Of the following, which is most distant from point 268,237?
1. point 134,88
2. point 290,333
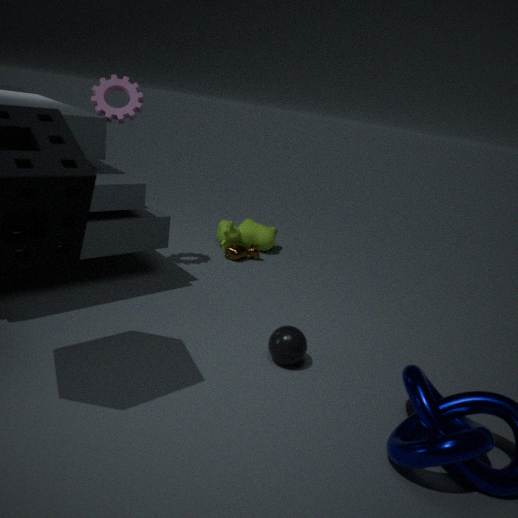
point 290,333
